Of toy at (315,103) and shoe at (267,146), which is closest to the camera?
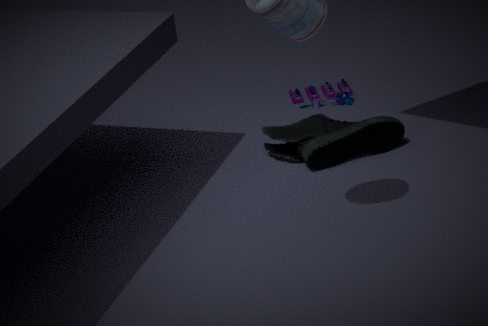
shoe at (267,146)
